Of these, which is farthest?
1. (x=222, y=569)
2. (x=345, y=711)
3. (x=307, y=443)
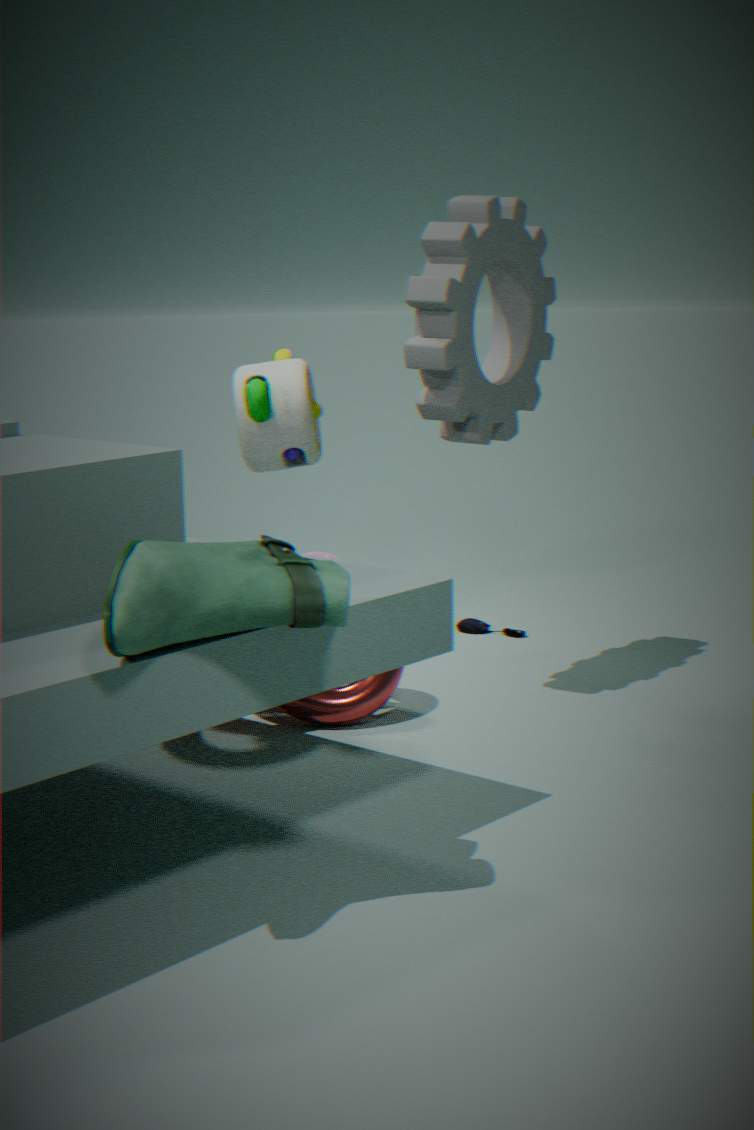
(x=307, y=443)
